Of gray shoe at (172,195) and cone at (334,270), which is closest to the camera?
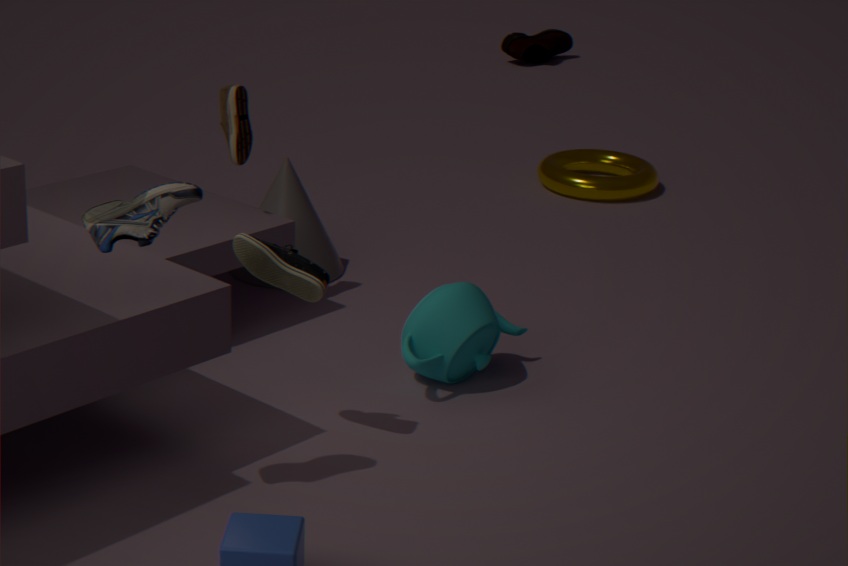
gray shoe at (172,195)
